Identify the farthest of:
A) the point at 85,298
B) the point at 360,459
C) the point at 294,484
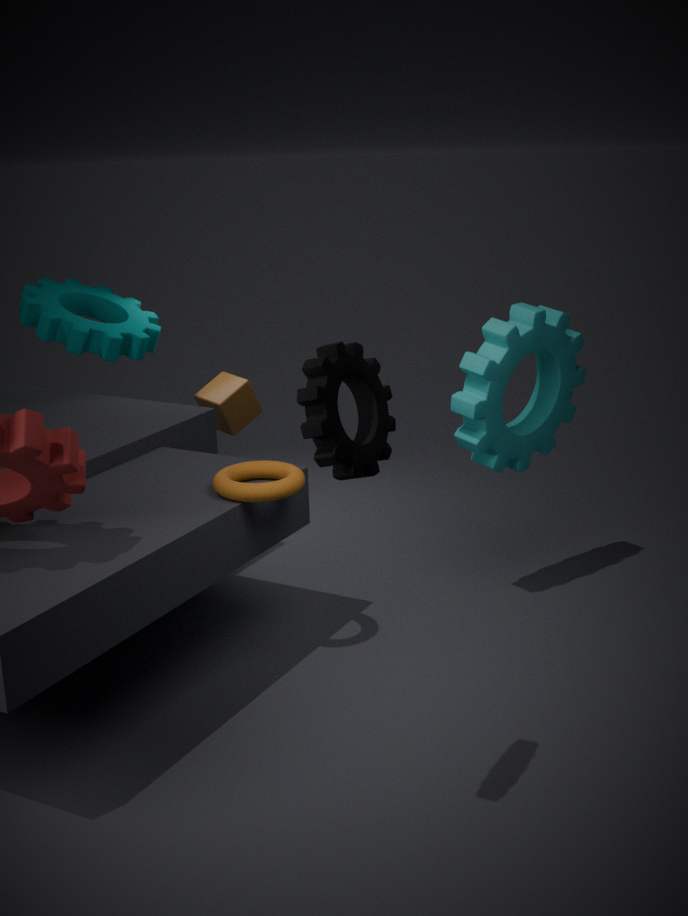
the point at 85,298
